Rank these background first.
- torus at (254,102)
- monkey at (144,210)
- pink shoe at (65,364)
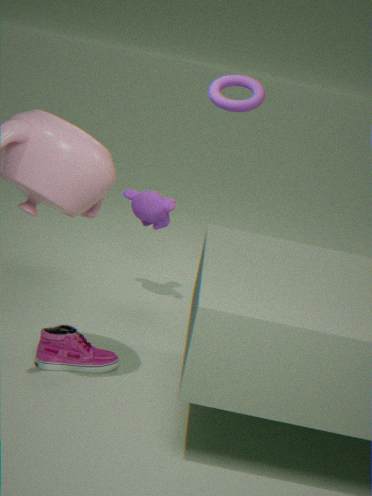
torus at (254,102) < monkey at (144,210) < pink shoe at (65,364)
